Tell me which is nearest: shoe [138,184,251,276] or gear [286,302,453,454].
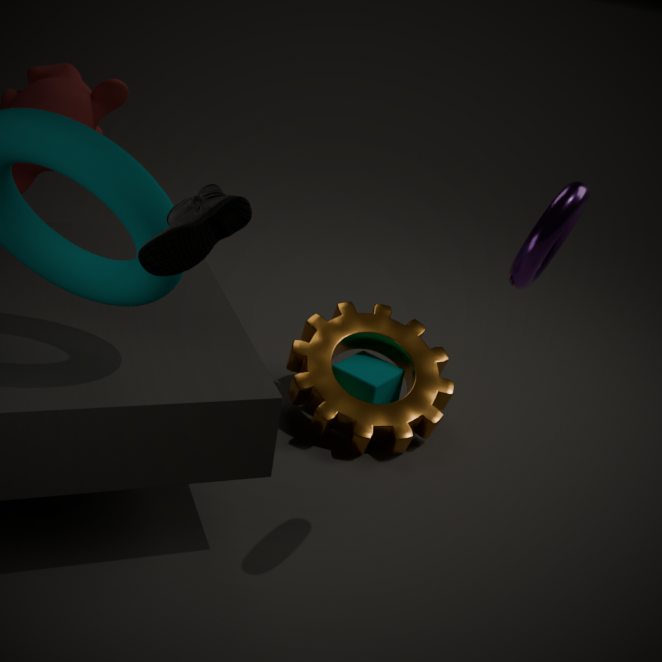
shoe [138,184,251,276]
